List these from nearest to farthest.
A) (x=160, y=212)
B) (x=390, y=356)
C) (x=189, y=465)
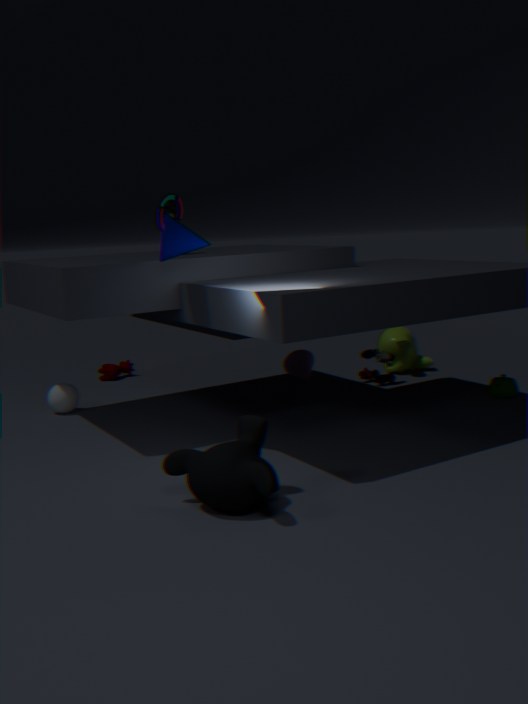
(x=189, y=465) → (x=160, y=212) → (x=390, y=356)
